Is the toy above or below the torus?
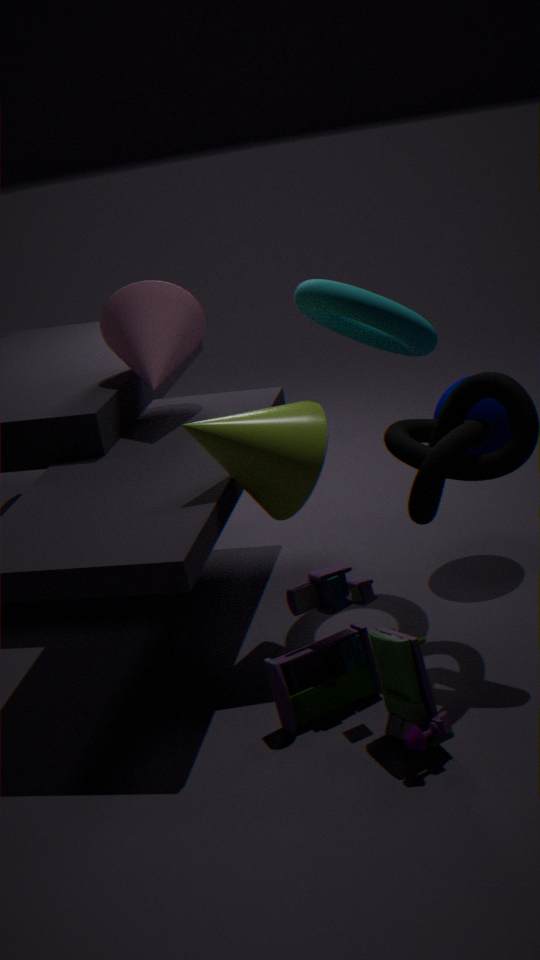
below
